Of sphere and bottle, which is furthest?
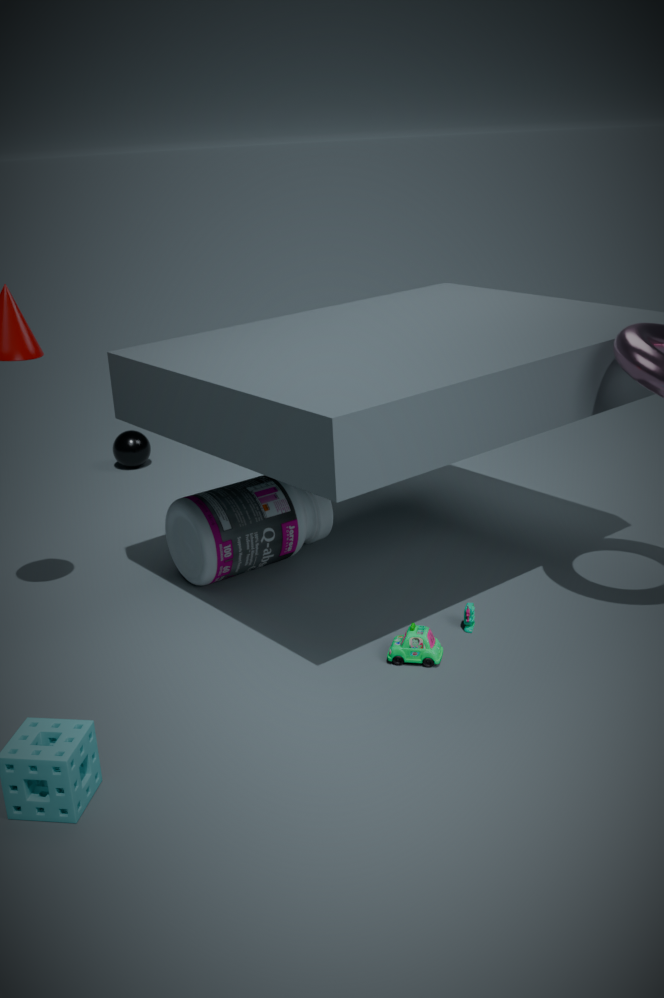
sphere
